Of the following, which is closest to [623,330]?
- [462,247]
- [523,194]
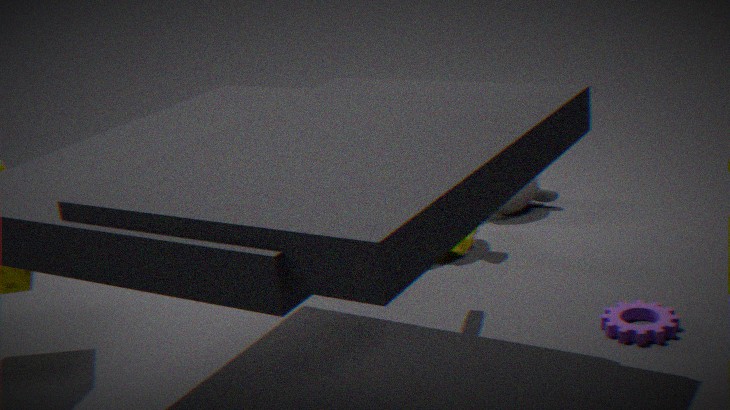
[462,247]
